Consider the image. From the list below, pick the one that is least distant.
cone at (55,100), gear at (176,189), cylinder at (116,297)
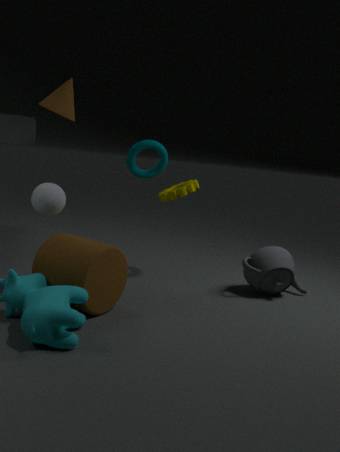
cylinder at (116,297)
